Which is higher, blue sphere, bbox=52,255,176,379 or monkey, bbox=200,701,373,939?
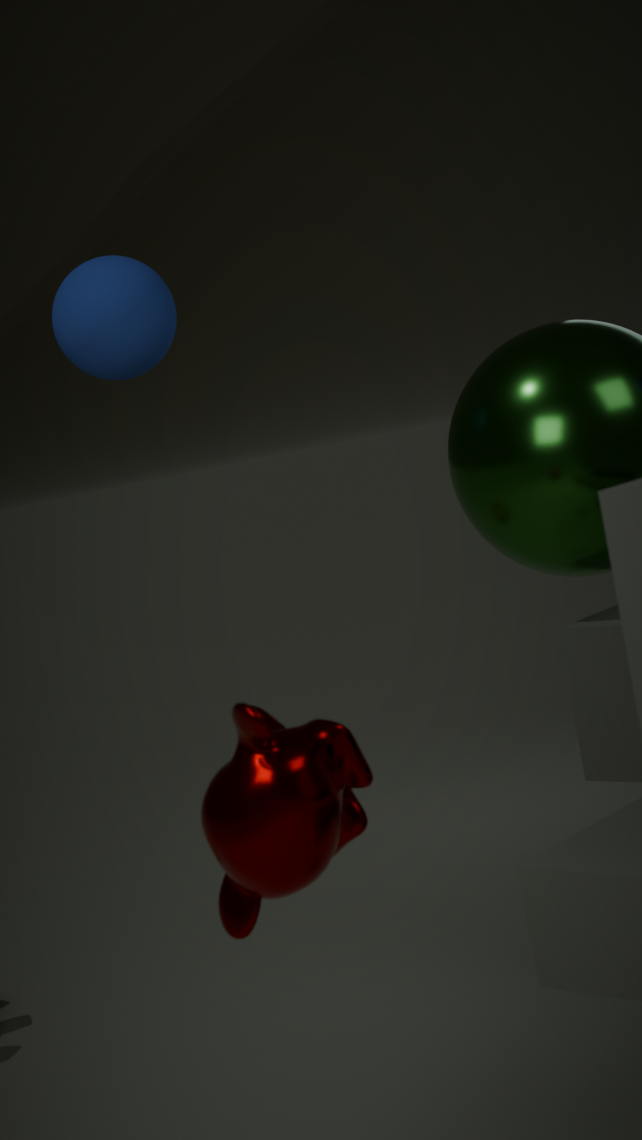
blue sphere, bbox=52,255,176,379
